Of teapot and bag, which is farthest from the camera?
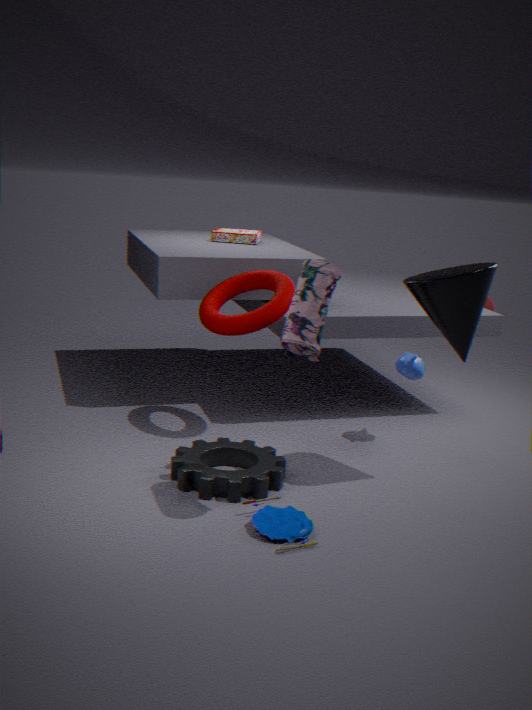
teapot
